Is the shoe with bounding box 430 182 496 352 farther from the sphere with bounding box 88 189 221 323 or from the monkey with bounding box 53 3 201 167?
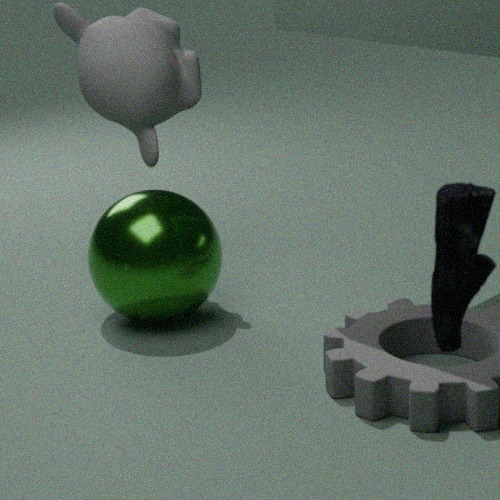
the monkey with bounding box 53 3 201 167
